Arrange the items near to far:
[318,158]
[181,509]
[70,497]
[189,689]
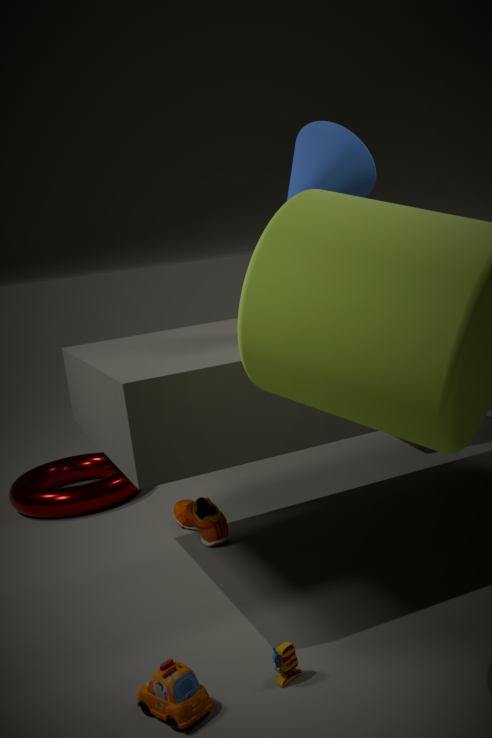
1. [189,689]
2. [318,158]
3. [181,509]
4. [70,497]
